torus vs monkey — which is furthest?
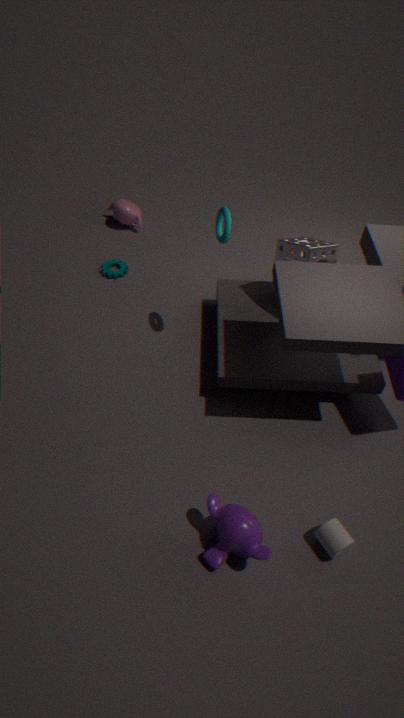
torus
